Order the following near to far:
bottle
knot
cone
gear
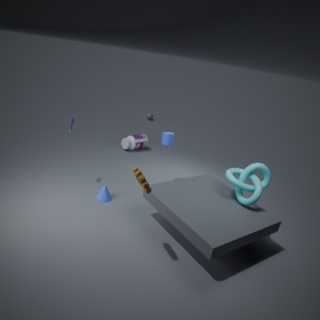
gear < knot < cone < bottle
